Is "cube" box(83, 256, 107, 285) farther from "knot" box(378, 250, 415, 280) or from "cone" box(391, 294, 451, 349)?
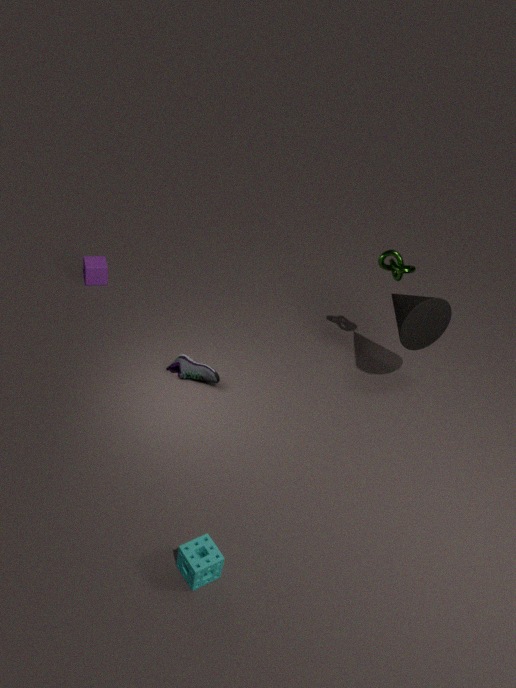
"cone" box(391, 294, 451, 349)
